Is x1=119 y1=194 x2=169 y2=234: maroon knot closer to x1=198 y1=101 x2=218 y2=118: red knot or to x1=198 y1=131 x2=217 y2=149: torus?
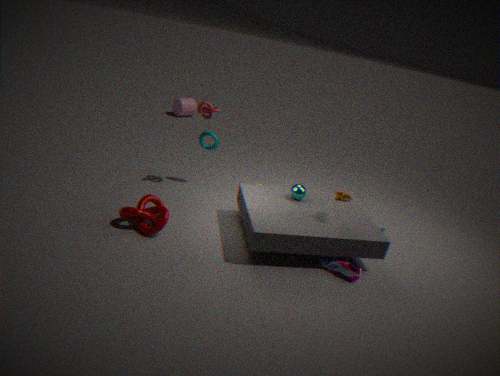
x1=198 y1=131 x2=217 y2=149: torus
